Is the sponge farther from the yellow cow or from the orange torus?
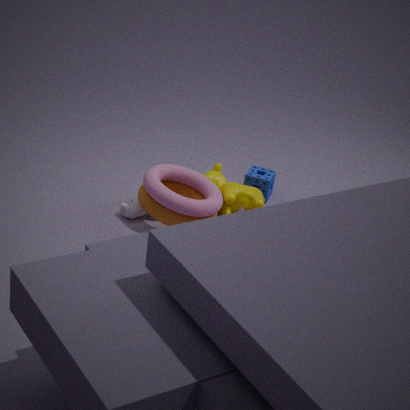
the orange torus
